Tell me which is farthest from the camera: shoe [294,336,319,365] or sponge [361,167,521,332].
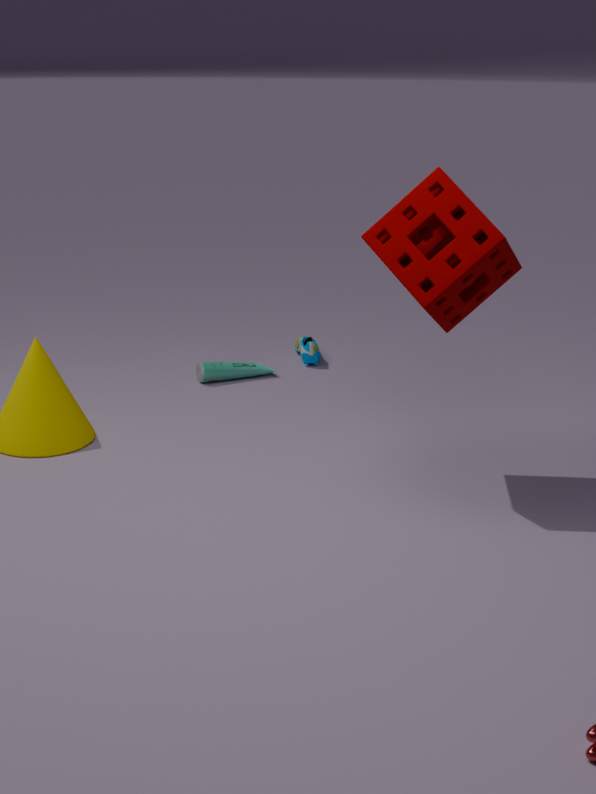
shoe [294,336,319,365]
